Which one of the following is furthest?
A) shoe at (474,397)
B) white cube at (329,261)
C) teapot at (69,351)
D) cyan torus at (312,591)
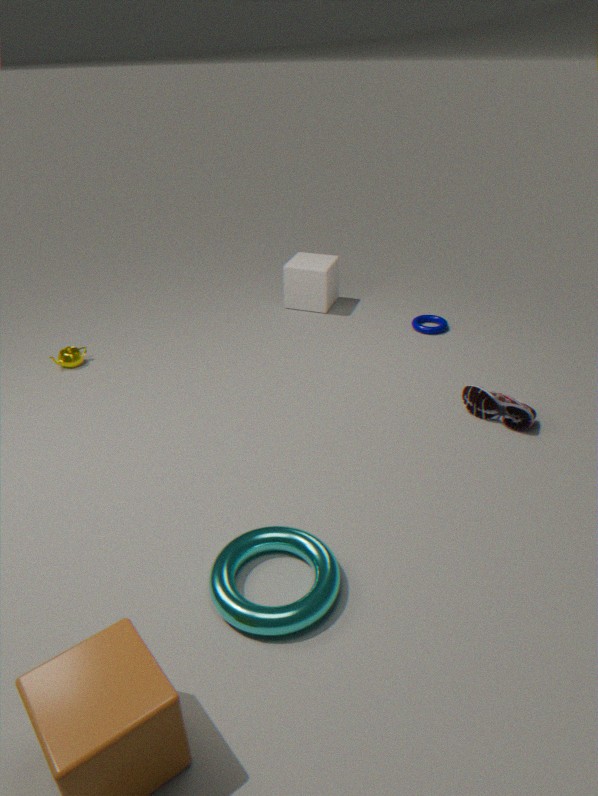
white cube at (329,261)
